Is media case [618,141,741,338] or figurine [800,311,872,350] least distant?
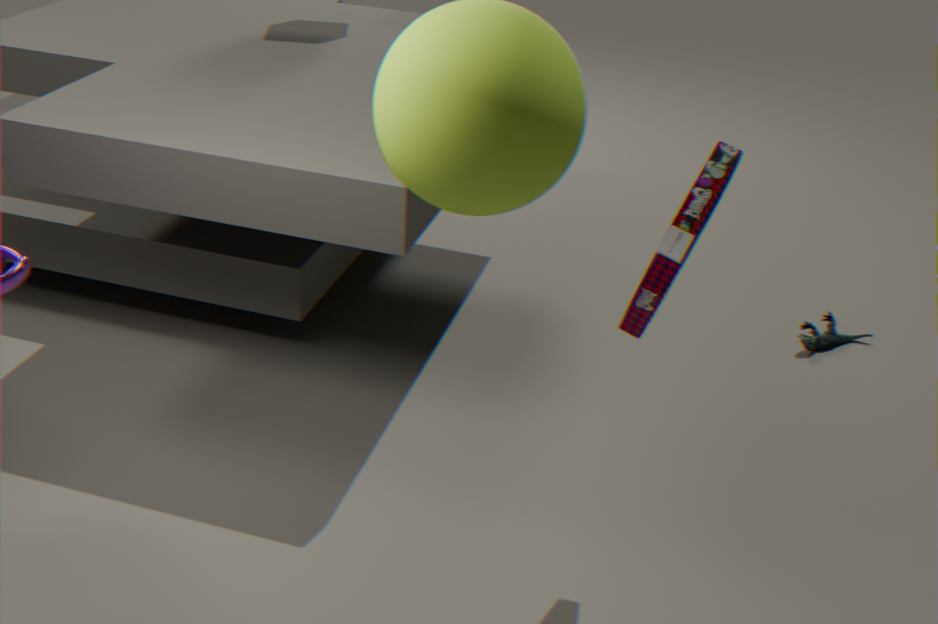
media case [618,141,741,338]
